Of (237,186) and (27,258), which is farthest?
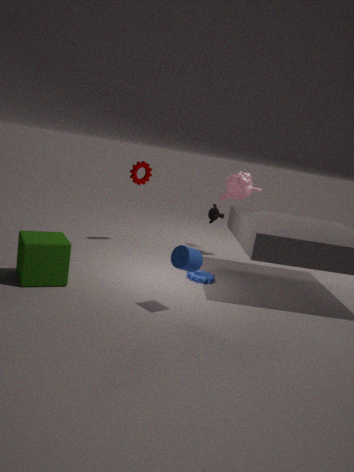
(237,186)
